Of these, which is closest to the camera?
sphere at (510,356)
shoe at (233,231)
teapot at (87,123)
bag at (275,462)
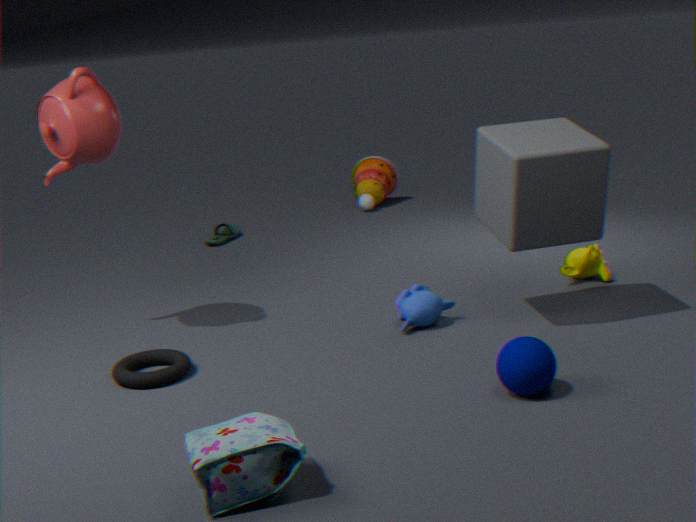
bag at (275,462)
